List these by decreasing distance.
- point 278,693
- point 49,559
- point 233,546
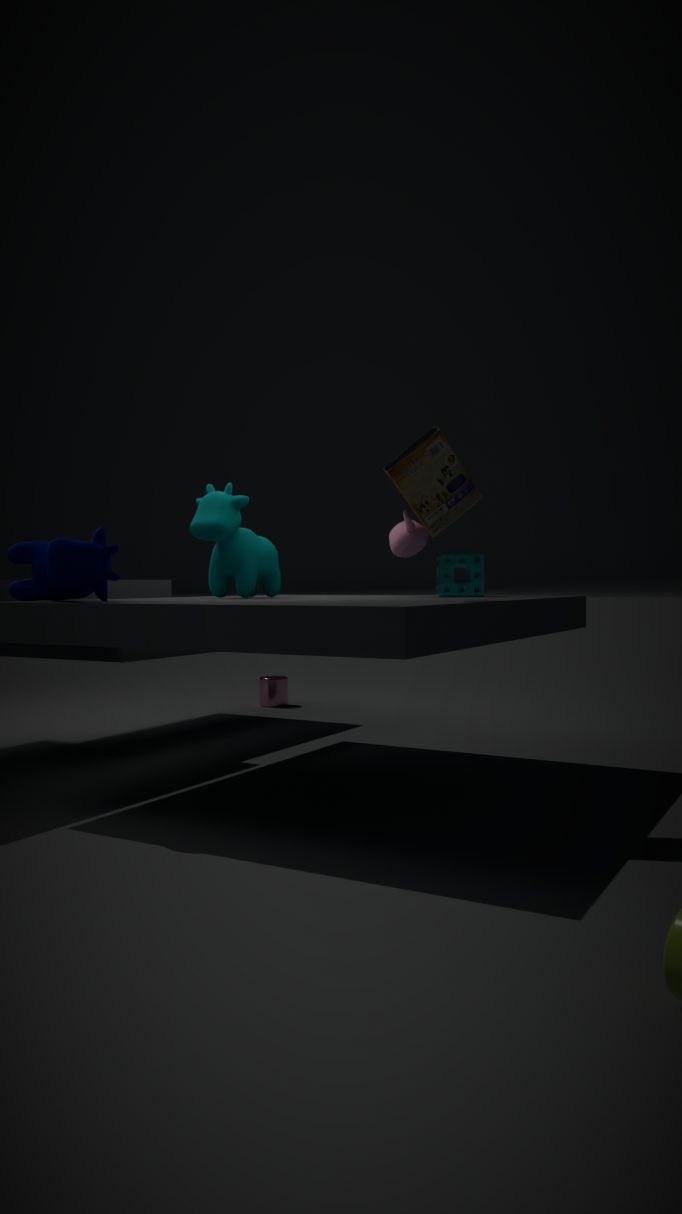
point 278,693
point 233,546
point 49,559
